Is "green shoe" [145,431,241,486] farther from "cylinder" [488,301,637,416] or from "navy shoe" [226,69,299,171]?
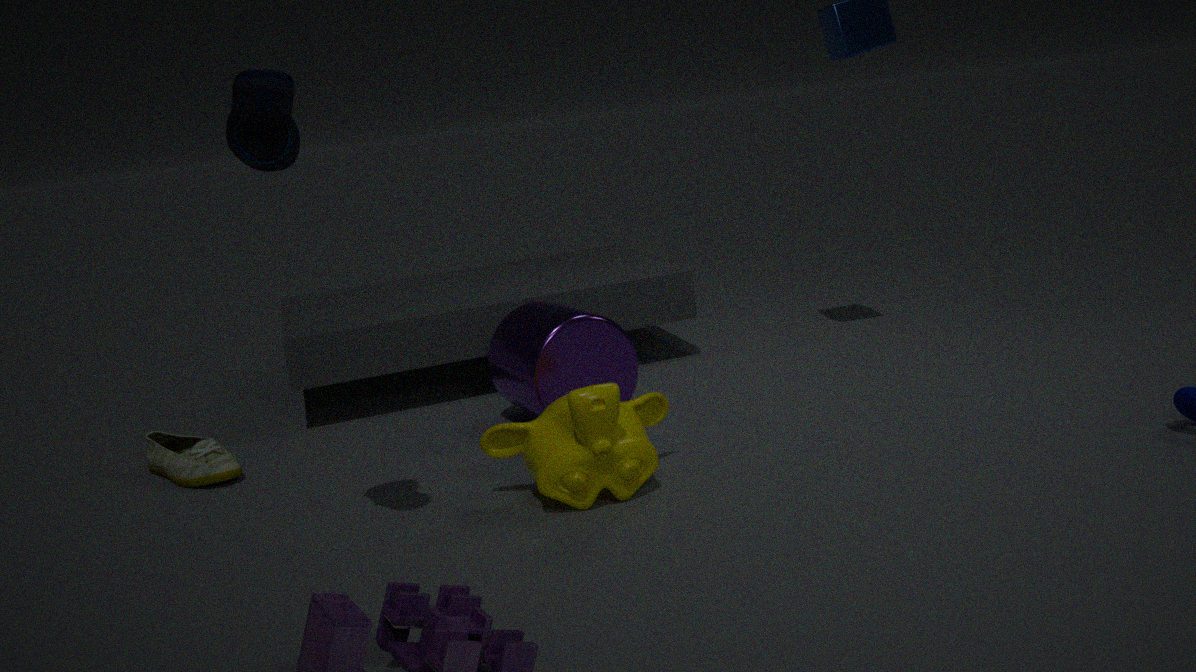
"navy shoe" [226,69,299,171]
